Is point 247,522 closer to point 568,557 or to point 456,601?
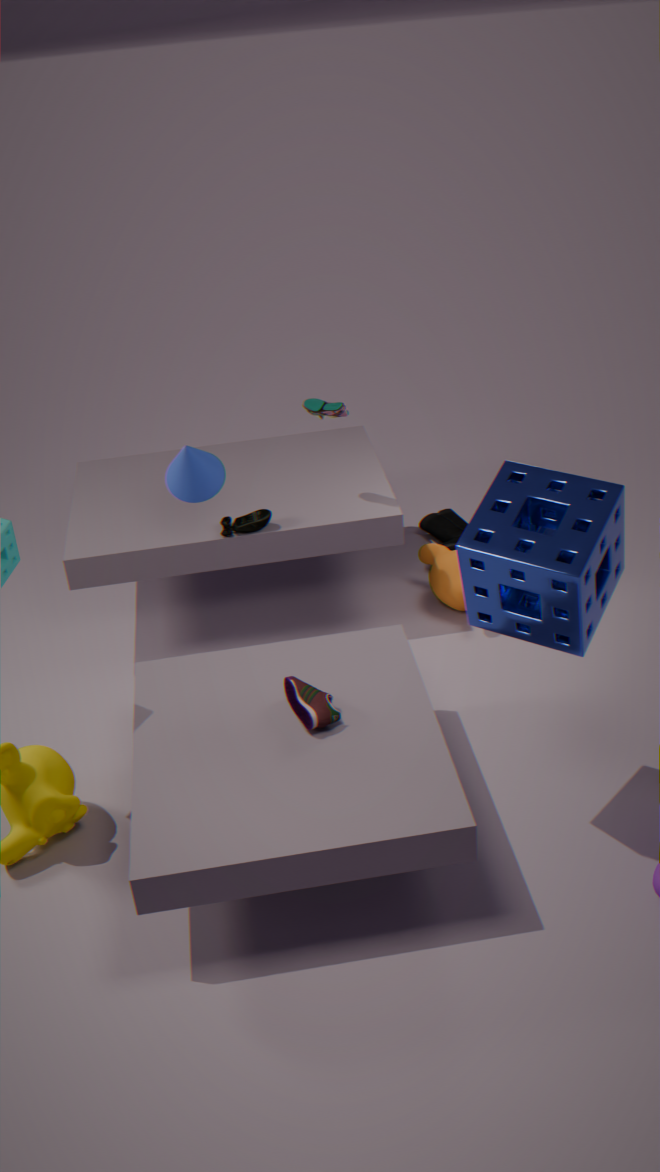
point 456,601
